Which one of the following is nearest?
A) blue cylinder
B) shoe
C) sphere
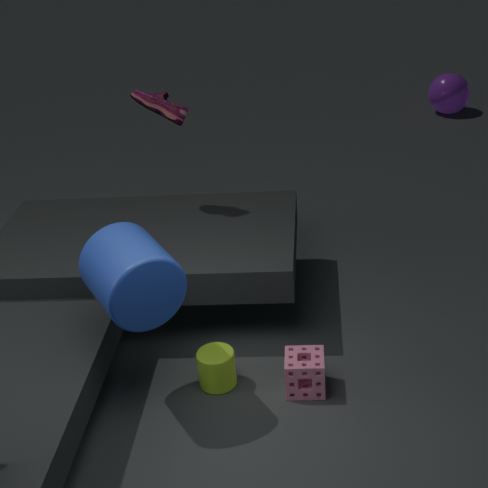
blue cylinder
